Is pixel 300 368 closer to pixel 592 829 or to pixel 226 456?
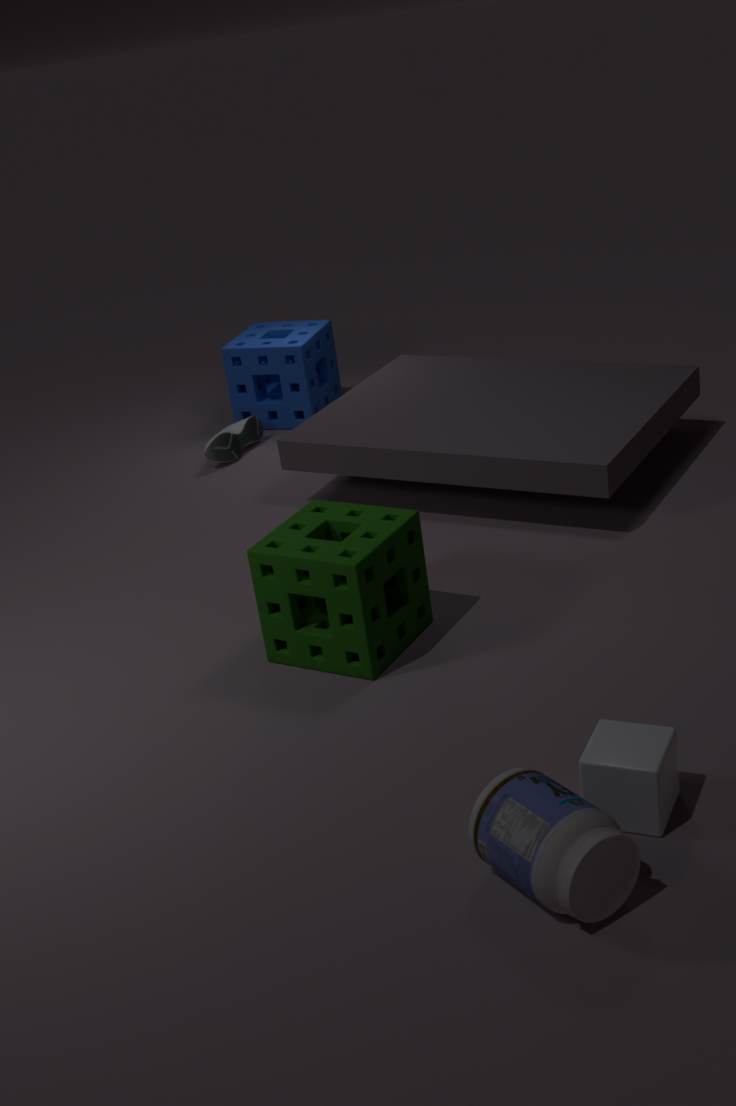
pixel 226 456
